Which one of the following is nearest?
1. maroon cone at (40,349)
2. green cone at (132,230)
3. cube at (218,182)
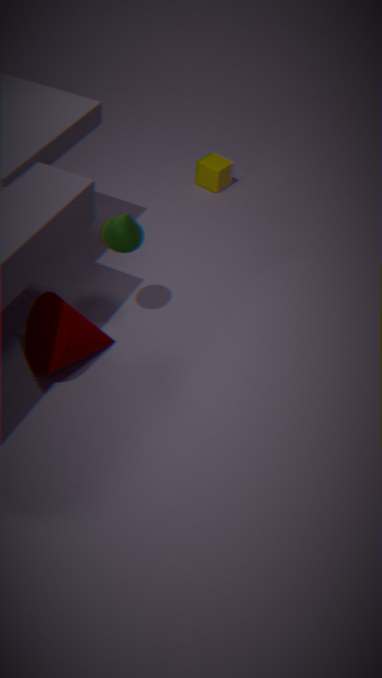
maroon cone at (40,349)
